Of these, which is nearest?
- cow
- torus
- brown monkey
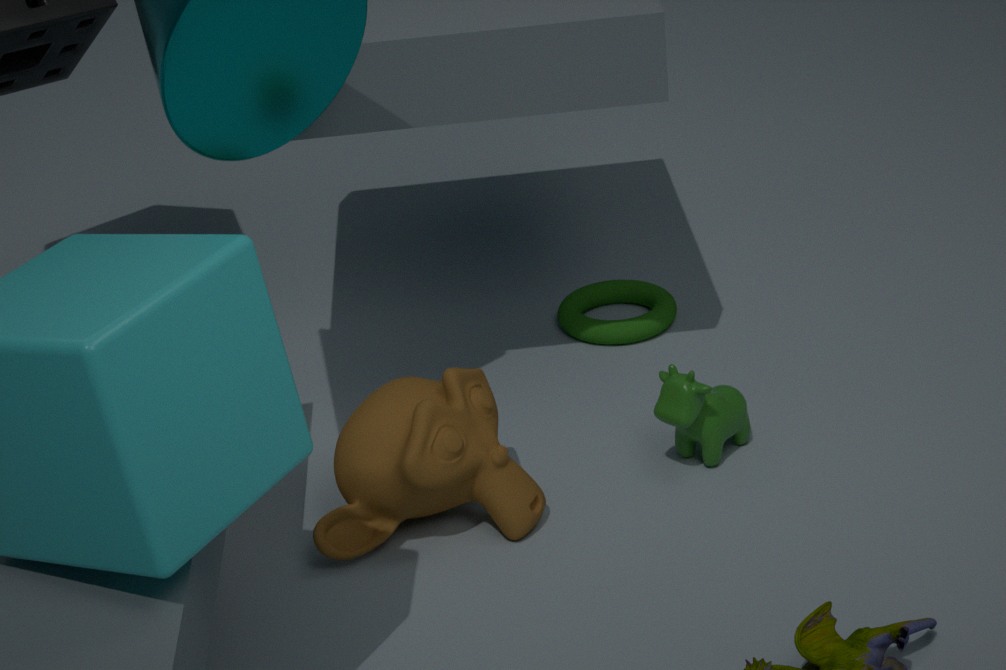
brown monkey
